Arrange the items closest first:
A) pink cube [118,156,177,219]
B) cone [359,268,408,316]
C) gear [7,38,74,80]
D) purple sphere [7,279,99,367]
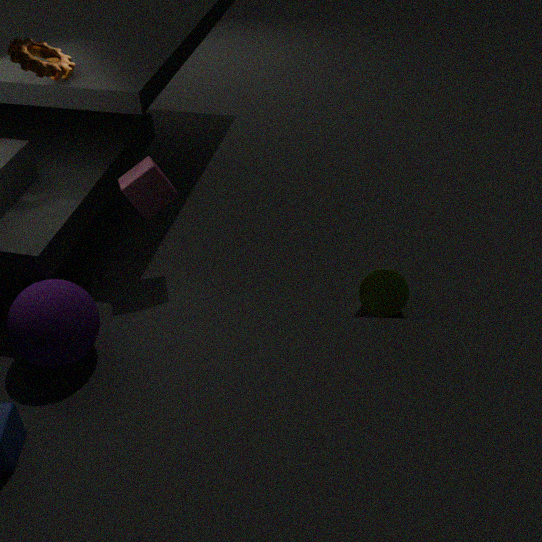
purple sphere [7,279,99,367], gear [7,38,74,80], pink cube [118,156,177,219], cone [359,268,408,316]
